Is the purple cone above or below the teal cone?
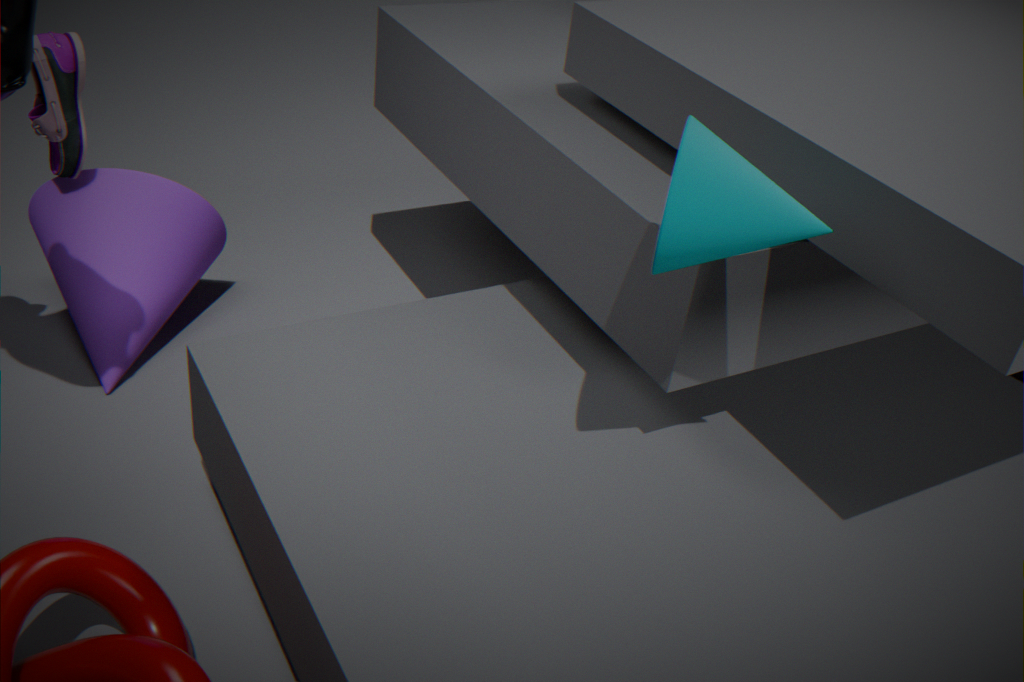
below
